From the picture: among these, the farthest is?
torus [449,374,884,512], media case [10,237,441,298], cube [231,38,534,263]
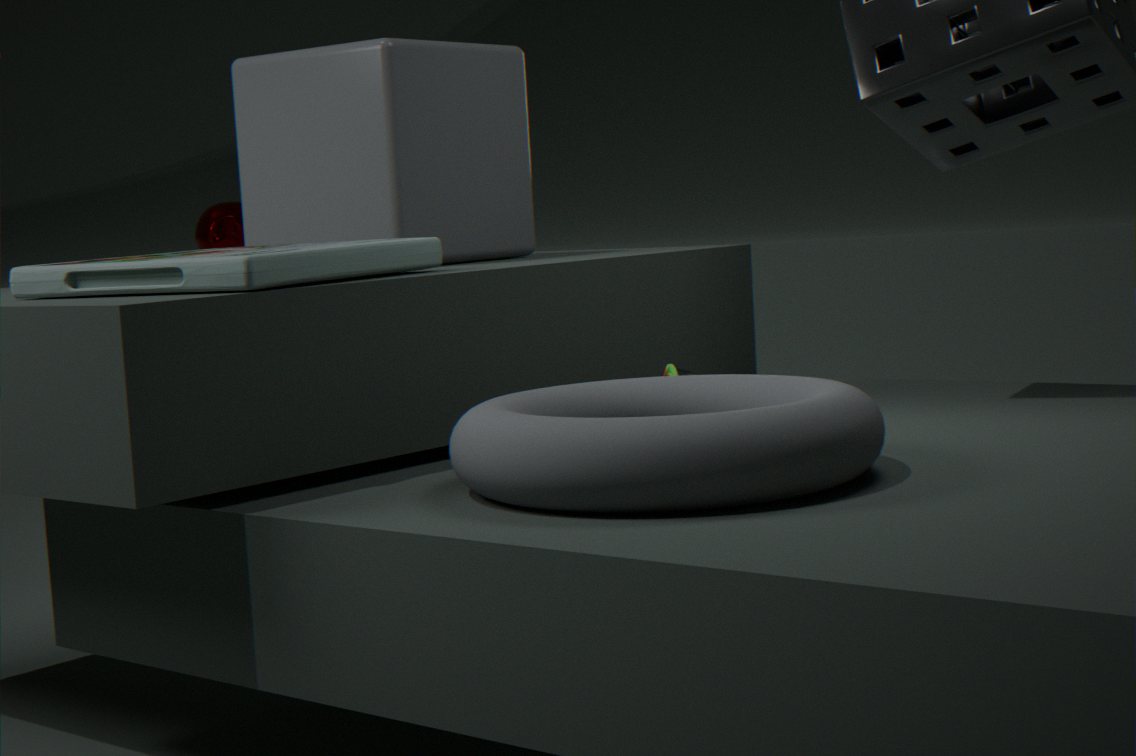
cube [231,38,534,263]
